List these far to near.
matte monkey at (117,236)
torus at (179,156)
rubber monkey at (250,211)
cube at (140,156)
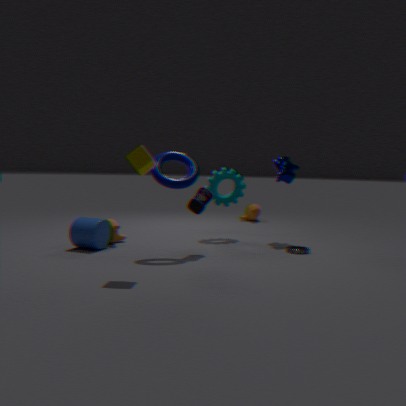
rubber monkey at (250,211), matte monkey at (117,236), torus at (179,156), cube at (140,156)
